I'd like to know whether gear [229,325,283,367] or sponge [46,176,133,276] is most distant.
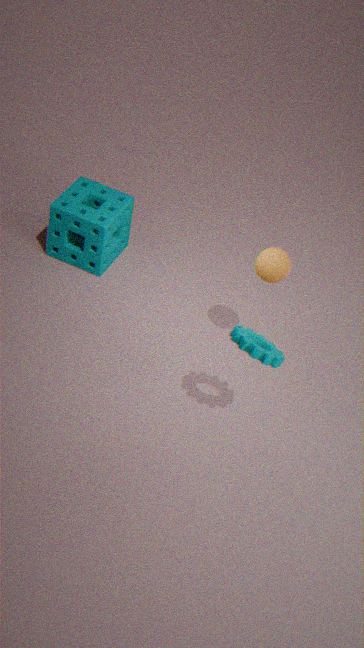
sponge [46,176,133,276]
